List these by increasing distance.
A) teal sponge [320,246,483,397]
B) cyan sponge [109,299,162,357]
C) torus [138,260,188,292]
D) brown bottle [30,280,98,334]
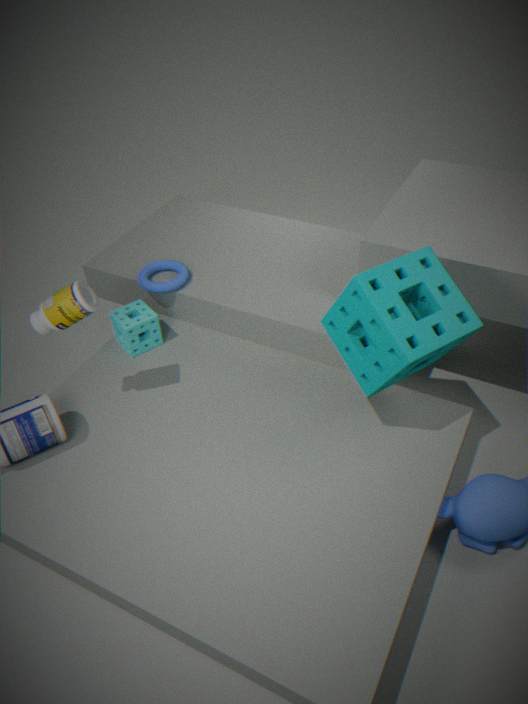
teal sponge [320,246,483,397] < brown bottle [30,280,98,334] < cyan sponge [109,299,162,357] < torus [138,260,188,292]
